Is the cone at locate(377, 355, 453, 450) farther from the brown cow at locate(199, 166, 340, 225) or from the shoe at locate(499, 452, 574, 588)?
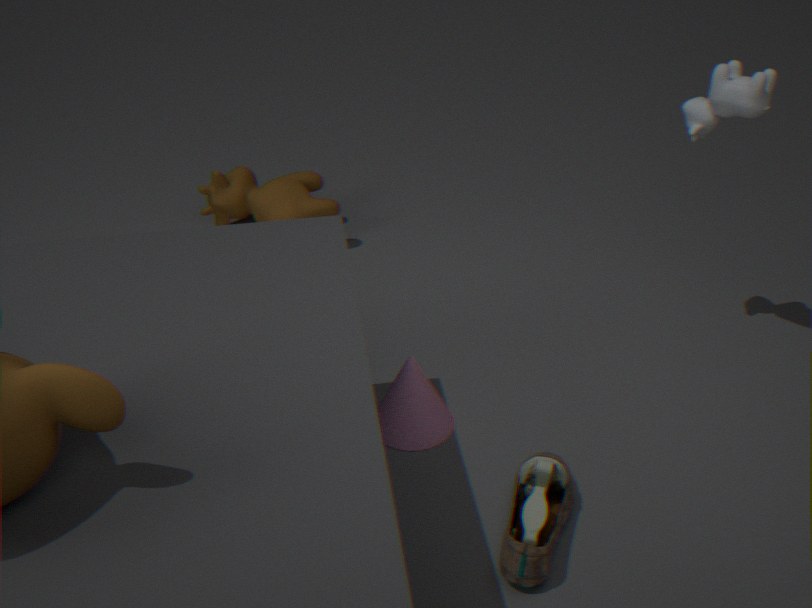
the brown cow at locate(199, 166, 340, 225)
